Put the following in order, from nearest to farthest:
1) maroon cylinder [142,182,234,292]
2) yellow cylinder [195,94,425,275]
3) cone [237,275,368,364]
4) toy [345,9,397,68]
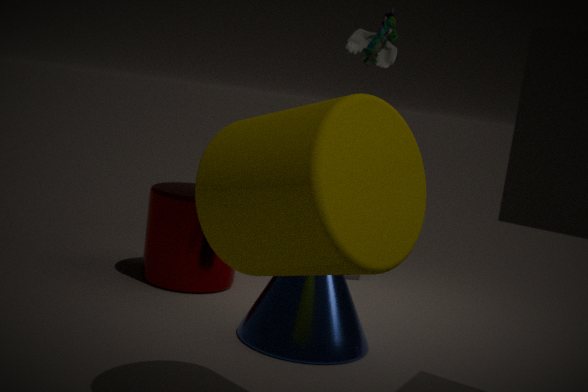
1. 2. yellow cylinder [195,94,425,275]
2. 3. cone [237,275,368,364]
3. 1. maroon cylinder [142,182,234,292]
4. 4. toy [345,9,397,68]
